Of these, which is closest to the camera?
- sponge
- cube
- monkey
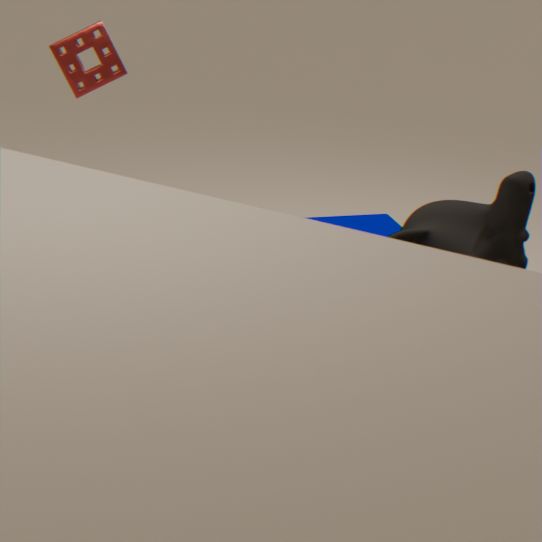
monkey
